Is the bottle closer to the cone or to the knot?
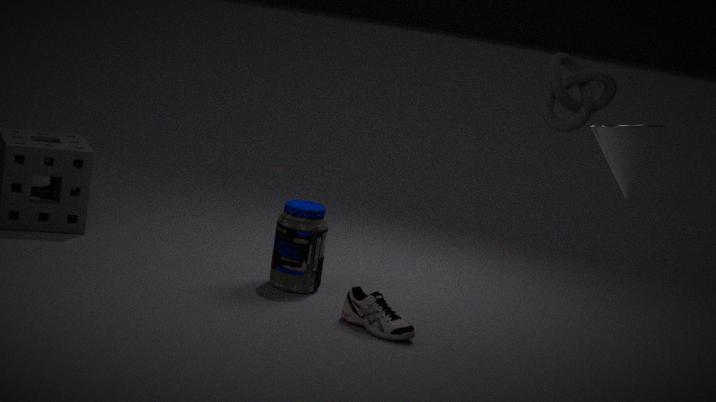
the knot
